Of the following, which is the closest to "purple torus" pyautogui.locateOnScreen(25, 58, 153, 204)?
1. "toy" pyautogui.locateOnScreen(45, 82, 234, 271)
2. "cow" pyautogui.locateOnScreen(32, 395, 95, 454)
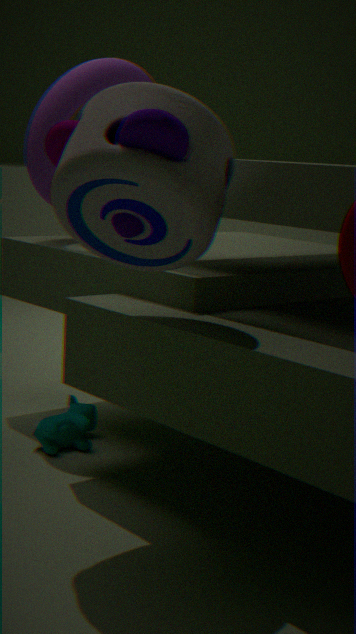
"toy" pyautogui.locateOnScreen(45, 82, 234, 271)
